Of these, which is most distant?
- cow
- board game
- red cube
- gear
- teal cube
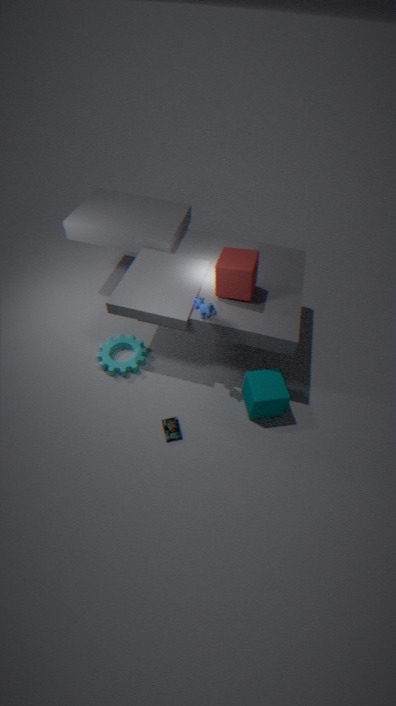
gear
